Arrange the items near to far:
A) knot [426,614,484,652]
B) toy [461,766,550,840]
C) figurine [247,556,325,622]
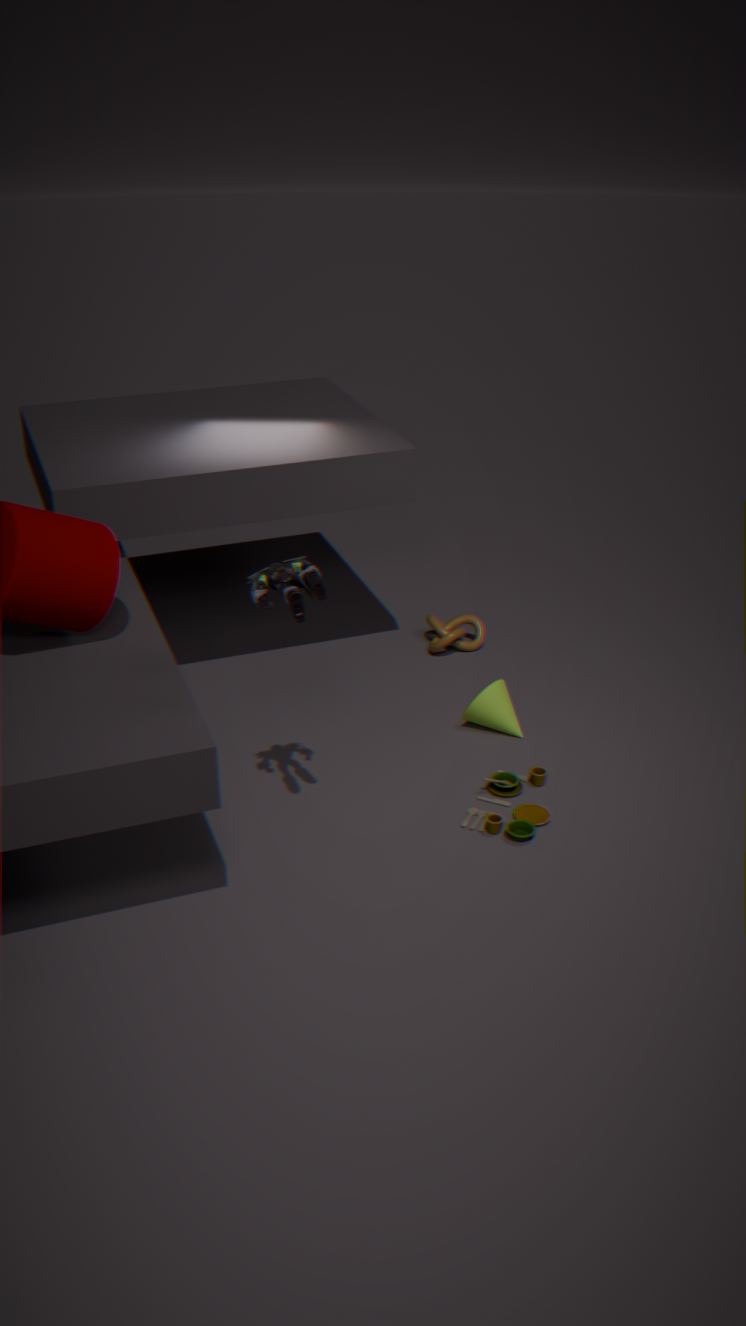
1. figurine [247,556,325,622]
2. toy [461,766,550,840]
3. knot [426,614,484,652]
